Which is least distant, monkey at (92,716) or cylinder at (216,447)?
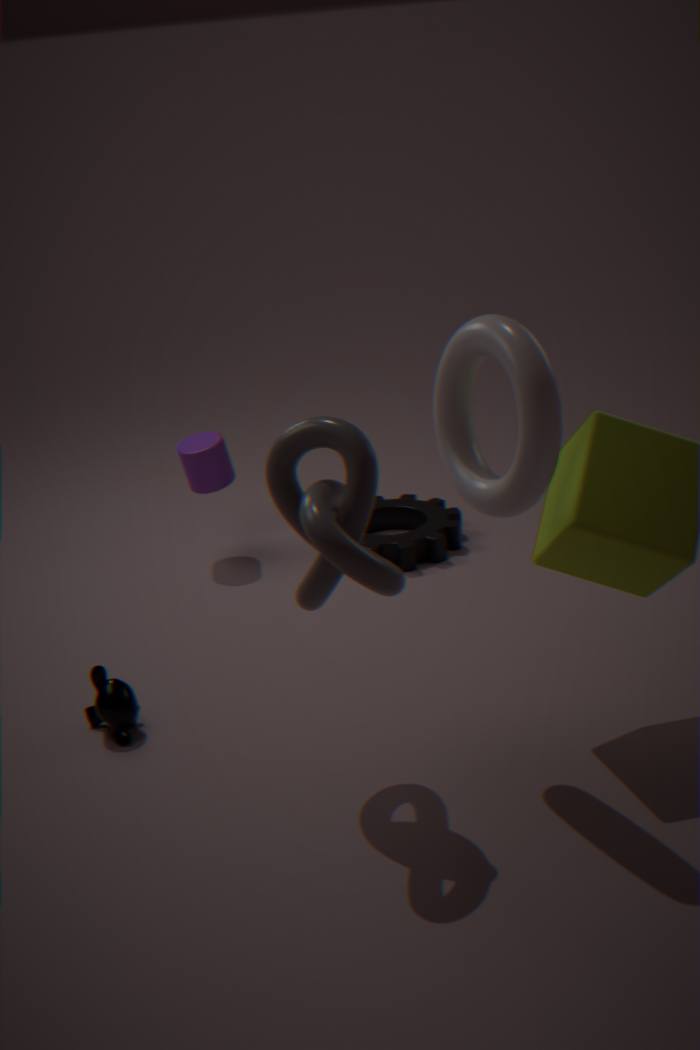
monkey at (92,716)
